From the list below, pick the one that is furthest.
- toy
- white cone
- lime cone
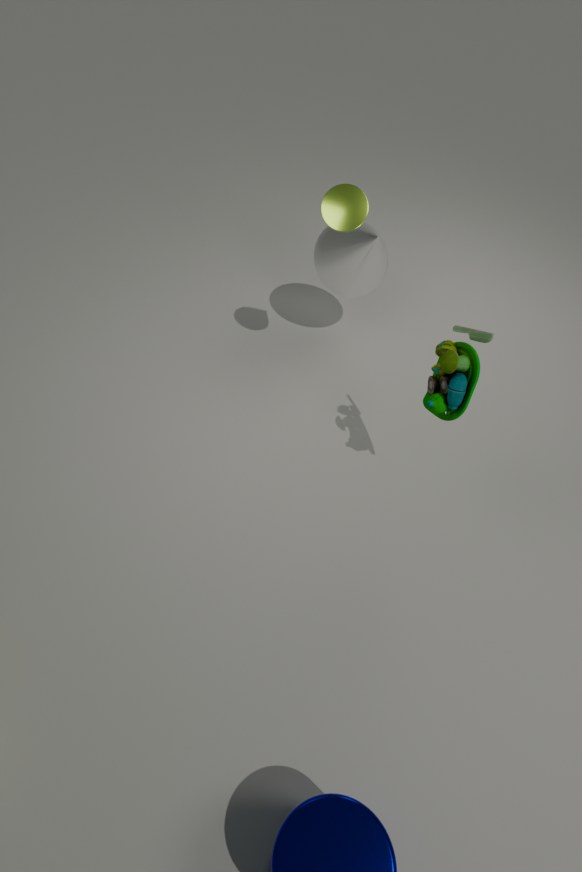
white cone
